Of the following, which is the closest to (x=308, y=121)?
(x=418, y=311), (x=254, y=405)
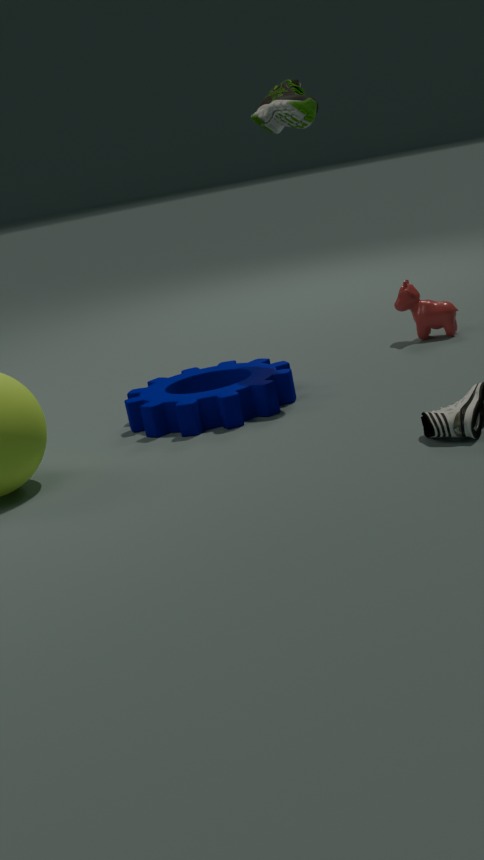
(x=418, y=311)
